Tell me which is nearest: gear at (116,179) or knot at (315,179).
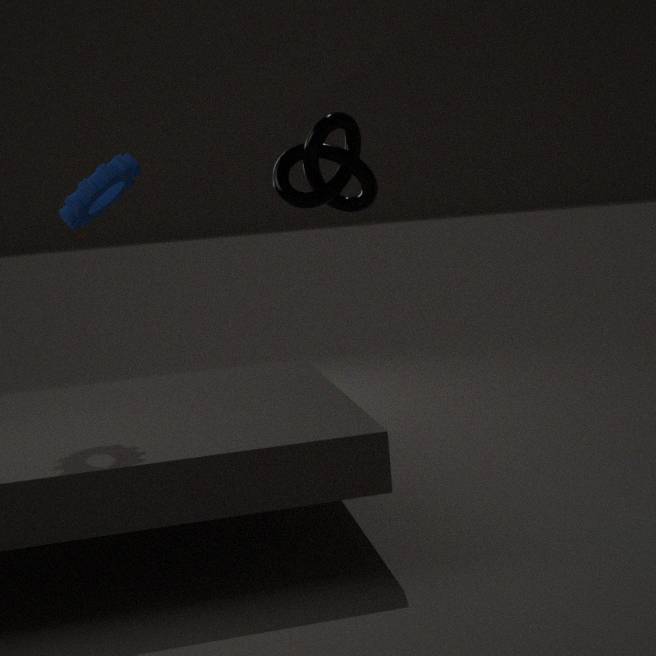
knot at (315,179)
